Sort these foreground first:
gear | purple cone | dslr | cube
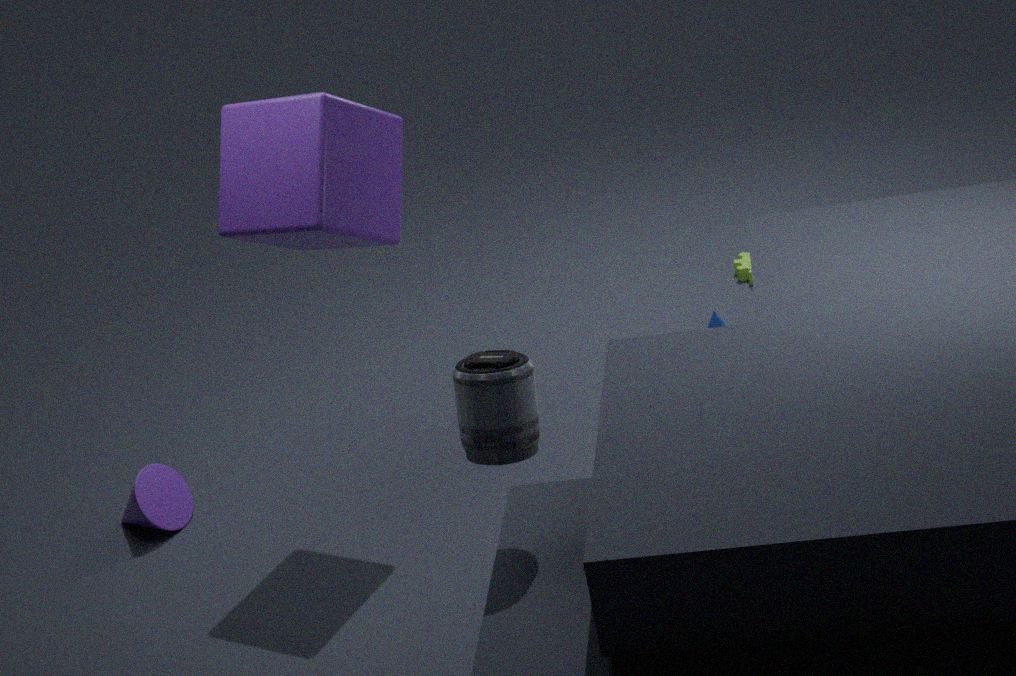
1. dslr
2. cube
3. purple cone
4. gear
